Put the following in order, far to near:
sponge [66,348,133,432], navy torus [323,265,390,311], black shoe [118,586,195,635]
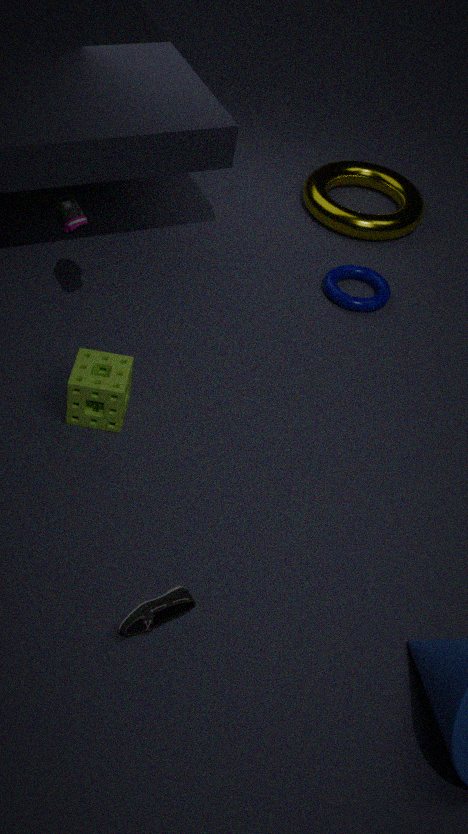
navy torus [323,265,390,311] → sponge [66,348,133,432] → black shoe [118,586,195,635]
